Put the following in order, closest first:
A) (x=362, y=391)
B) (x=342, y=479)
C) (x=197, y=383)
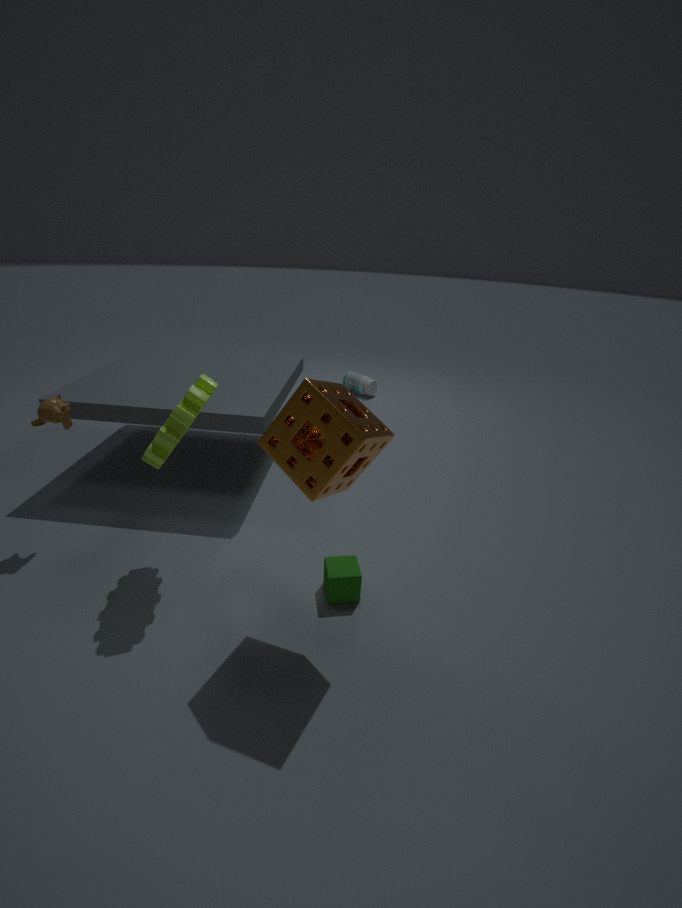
(x=342, y=479) < (x=197, y=383) < (x=362, y=391)
